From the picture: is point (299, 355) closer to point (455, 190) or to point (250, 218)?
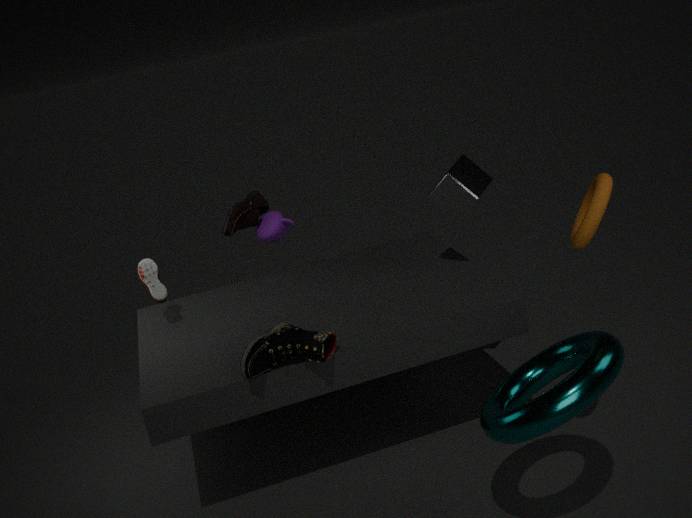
point (250, 218)
